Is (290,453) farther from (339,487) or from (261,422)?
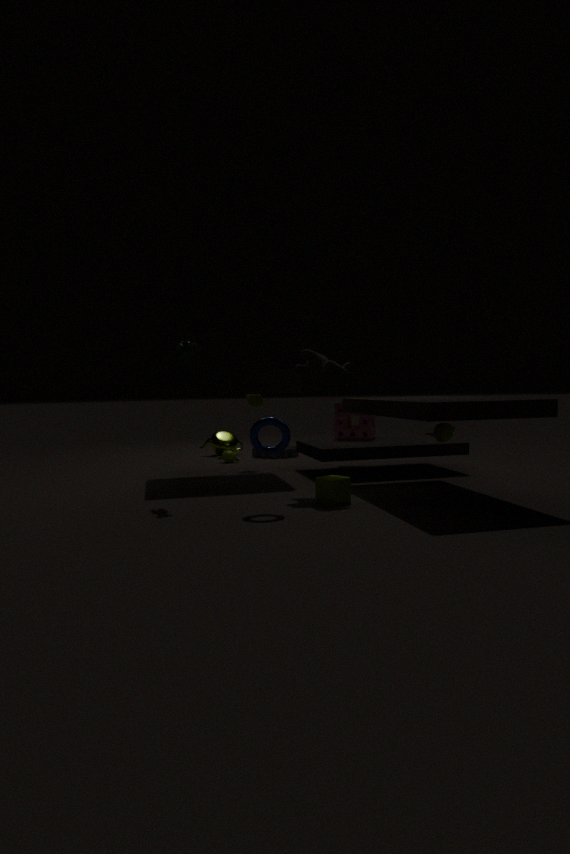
(261,422)
